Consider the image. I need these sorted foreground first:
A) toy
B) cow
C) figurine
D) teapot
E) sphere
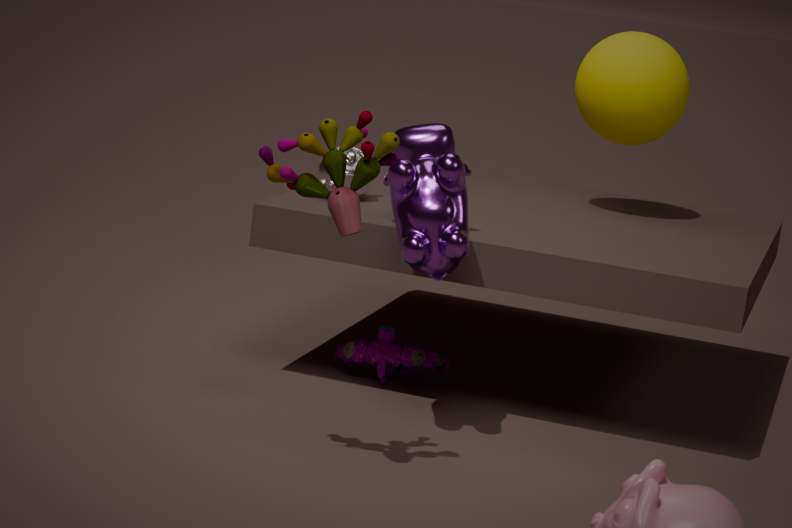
1. A. toy
2. B. cow
3. C. figurine
4. D. teapot
5. E. sphere
